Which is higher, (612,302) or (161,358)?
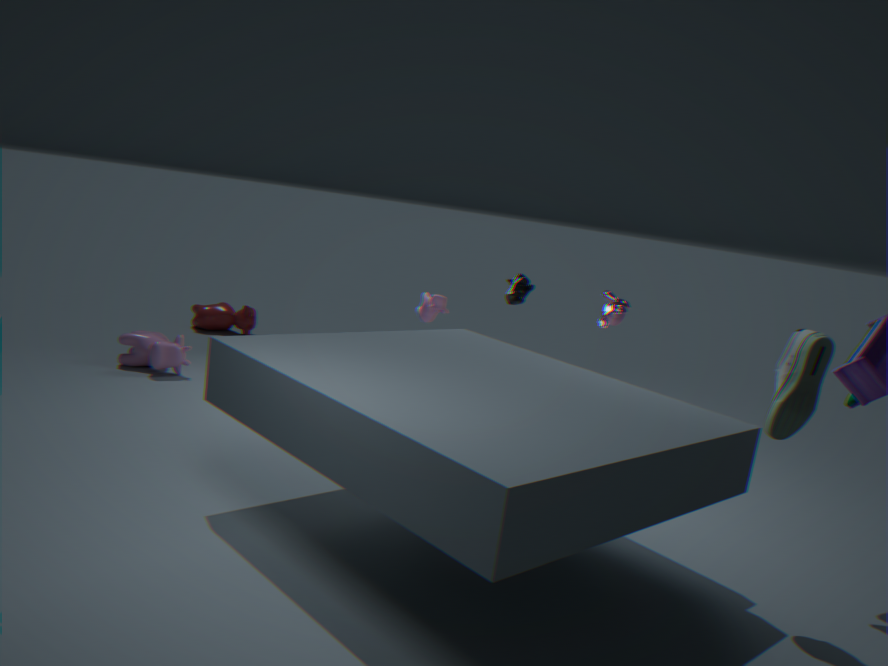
(612,302)
